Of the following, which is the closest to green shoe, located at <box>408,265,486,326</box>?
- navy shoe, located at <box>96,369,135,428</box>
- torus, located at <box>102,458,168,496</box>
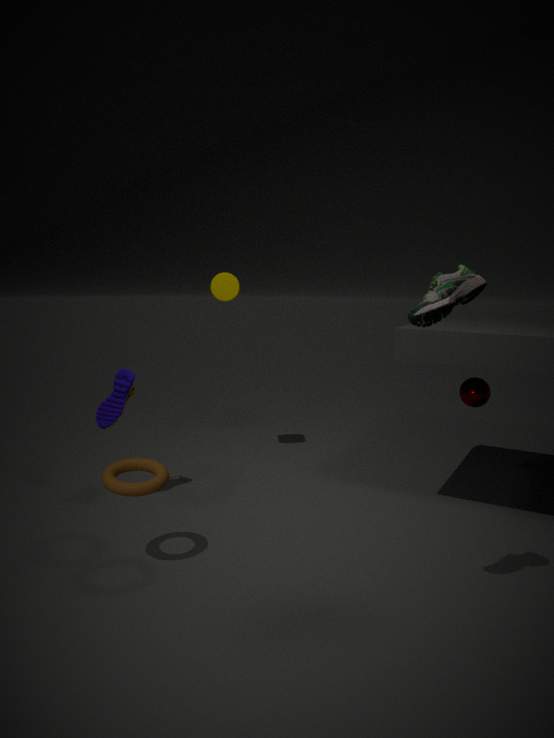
torus, located at <box>102,458,168,496</box>
